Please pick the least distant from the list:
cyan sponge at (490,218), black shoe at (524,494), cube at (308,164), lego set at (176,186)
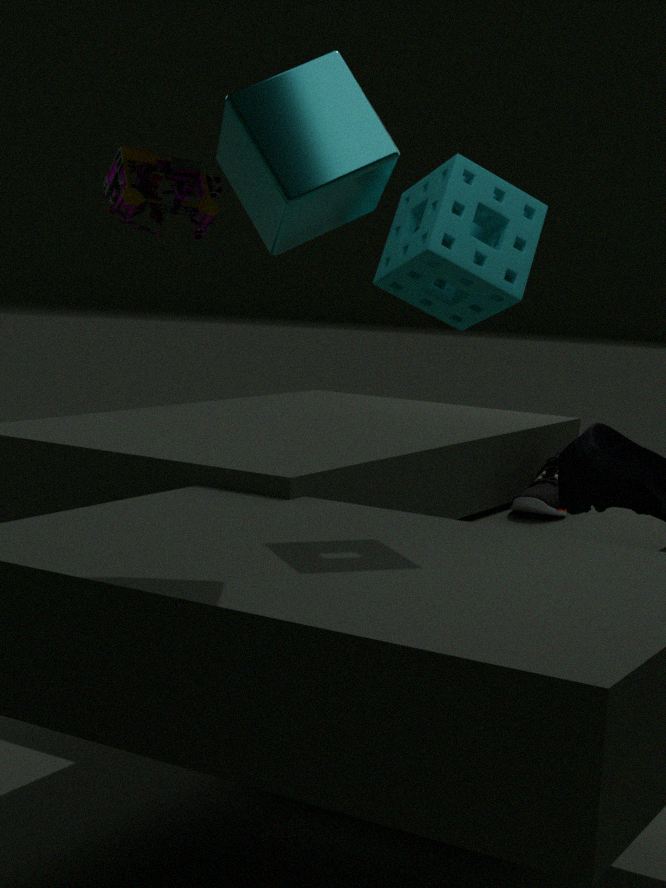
cube at (308,164)
